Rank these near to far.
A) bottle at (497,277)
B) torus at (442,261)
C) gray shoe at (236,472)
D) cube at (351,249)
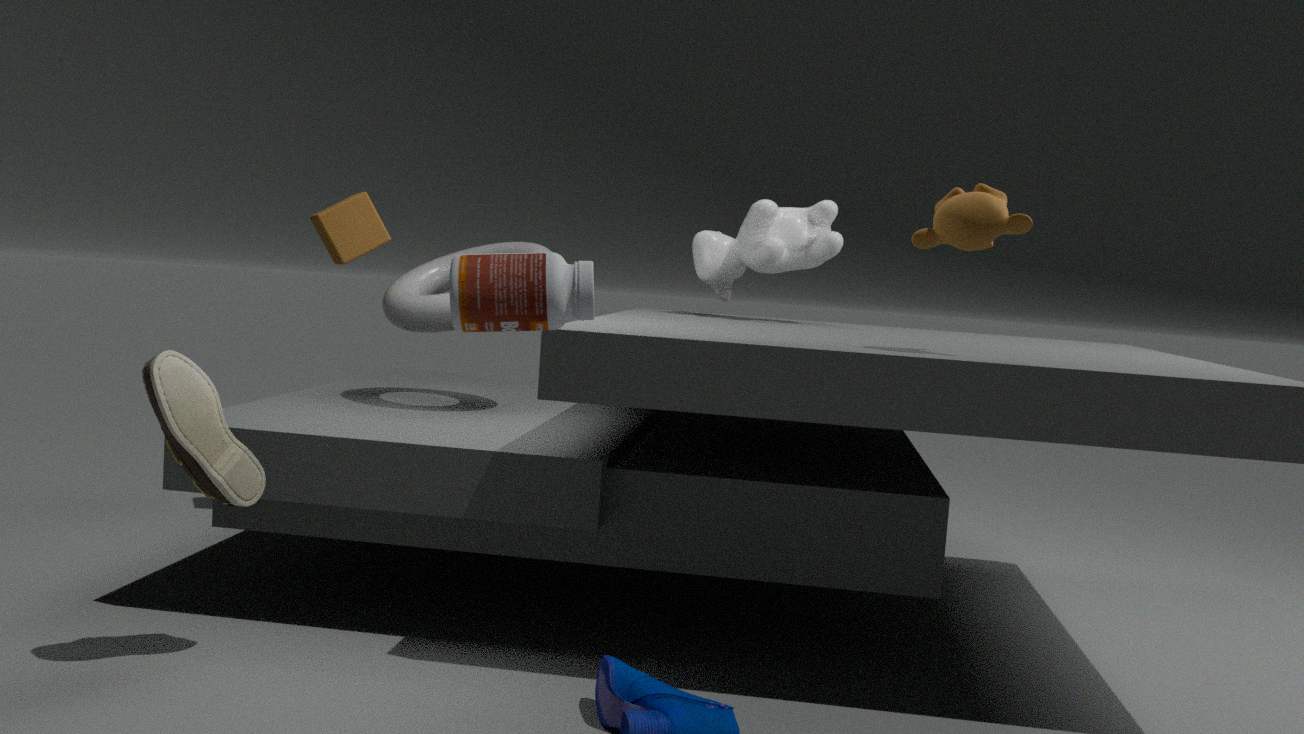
bottle at (497,277) → gray shoe at (236,472) → torus at (442,261) → cube at (351,249)
